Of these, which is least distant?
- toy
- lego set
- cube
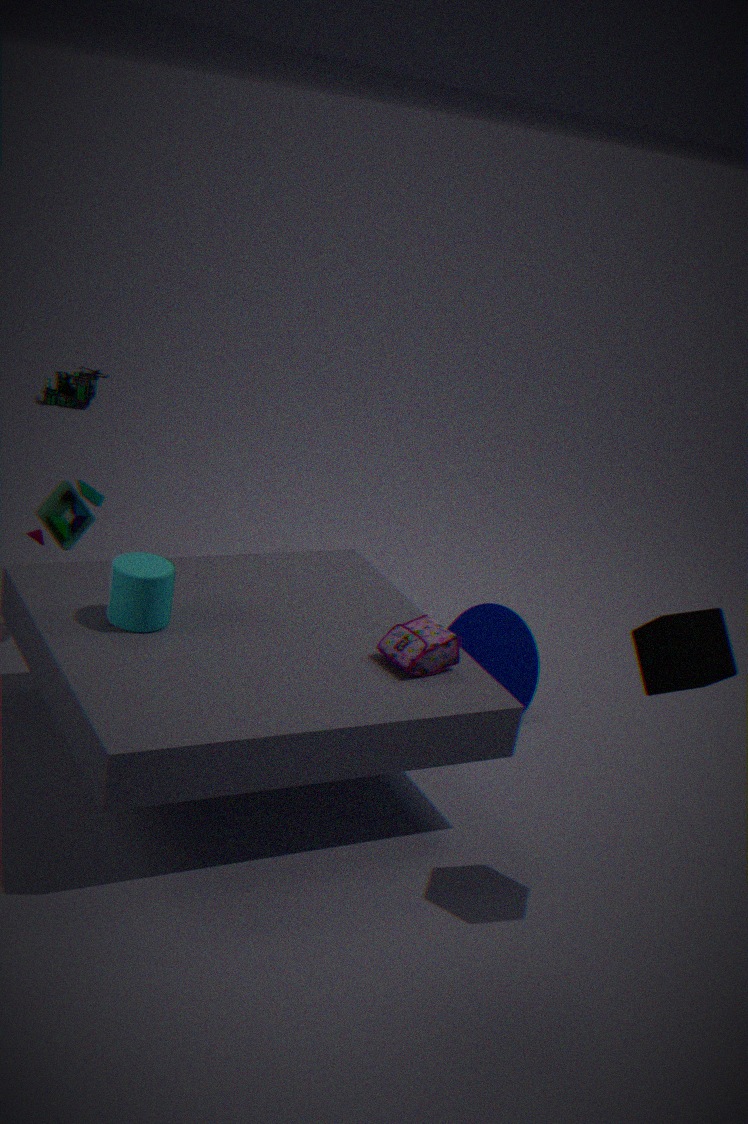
cube
